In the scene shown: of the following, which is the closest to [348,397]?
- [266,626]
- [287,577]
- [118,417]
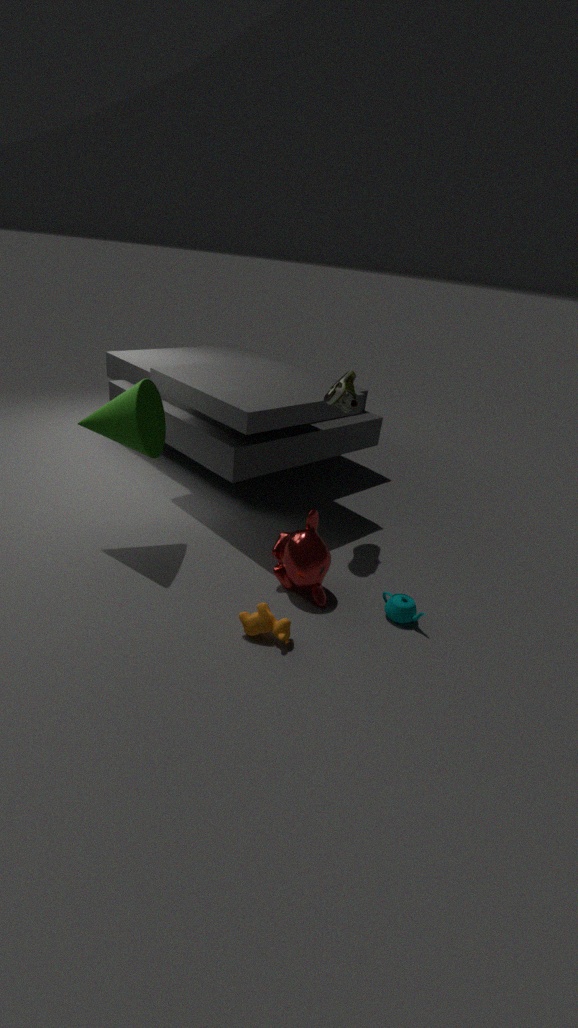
[287,577]
